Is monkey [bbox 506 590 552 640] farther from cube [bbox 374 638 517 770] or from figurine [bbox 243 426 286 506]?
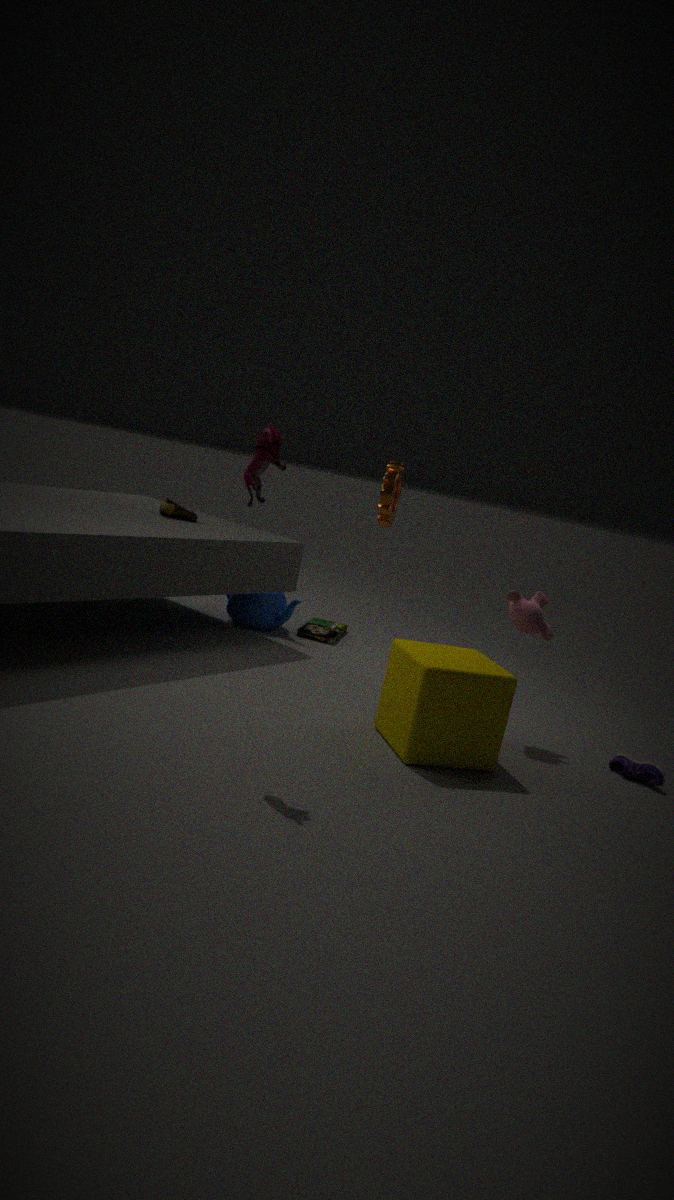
figurine [bbox 243 426 286 506]
